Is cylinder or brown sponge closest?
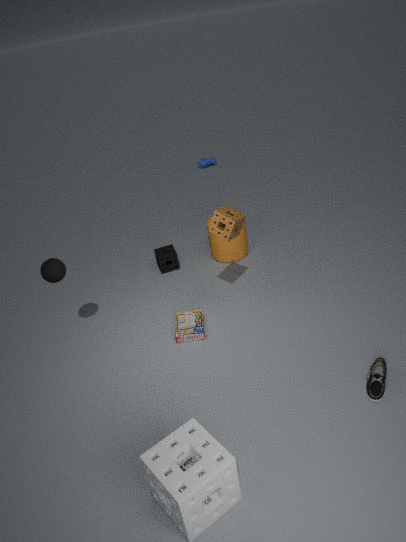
brown sponge
